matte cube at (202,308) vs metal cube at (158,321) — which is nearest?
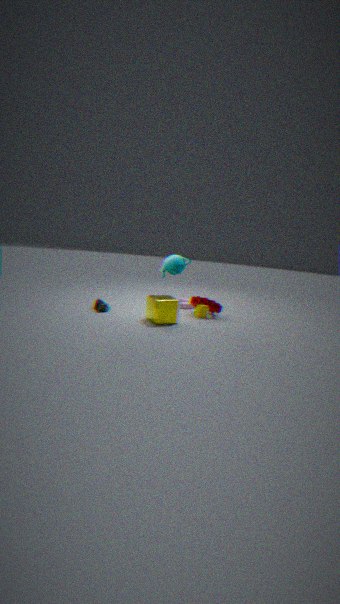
metal cube at (158,321)
